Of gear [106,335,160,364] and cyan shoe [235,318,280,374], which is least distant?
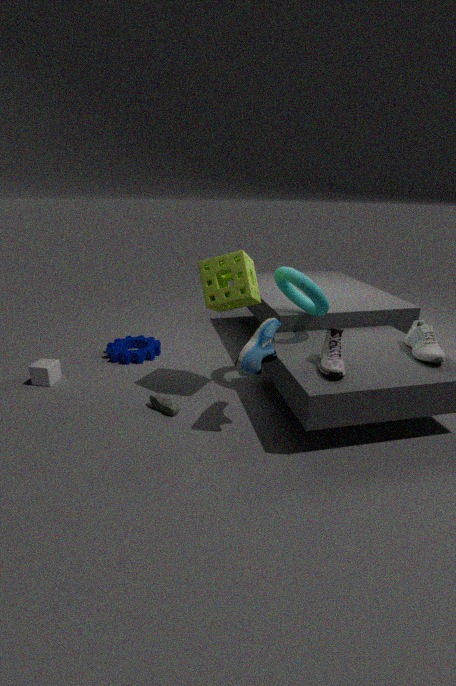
cyan shoe [235,318,280,374]
